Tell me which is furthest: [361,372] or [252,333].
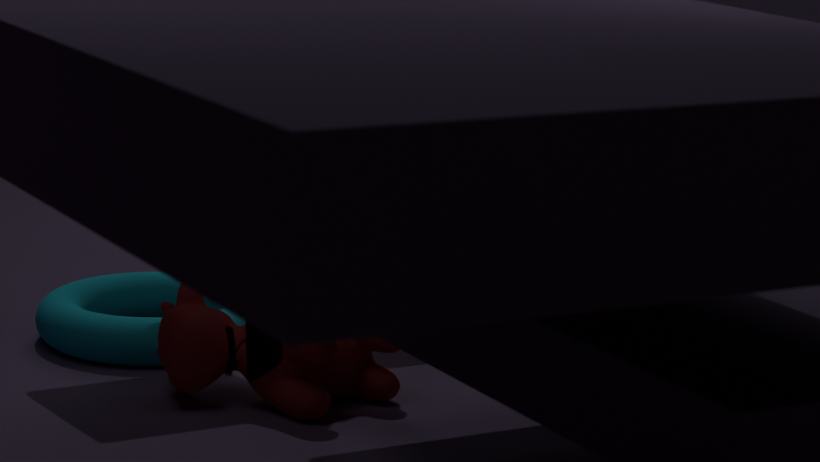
[361,372]
